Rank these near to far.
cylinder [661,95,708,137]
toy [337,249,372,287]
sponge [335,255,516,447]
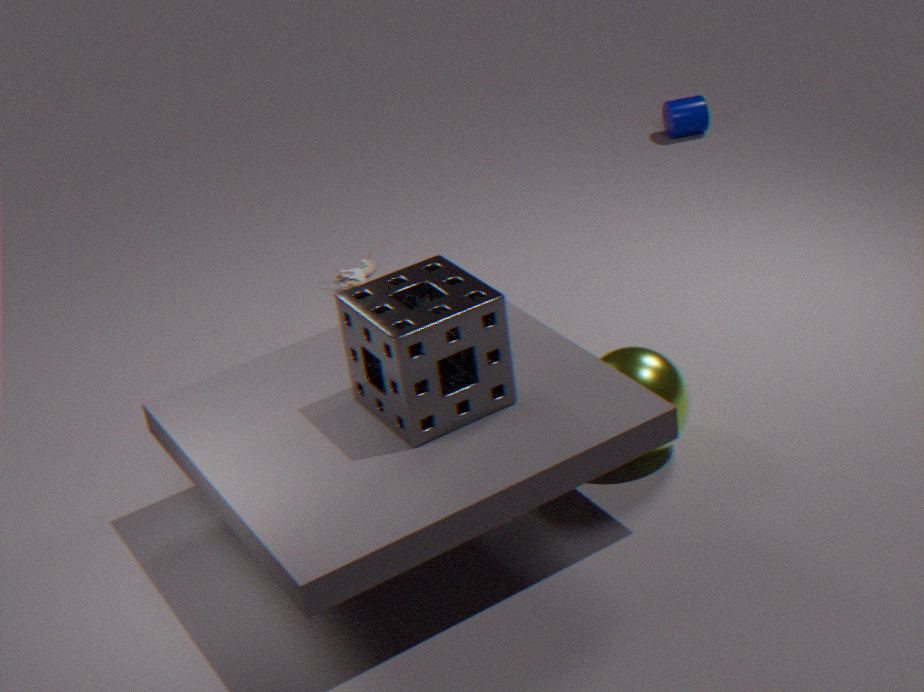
sponge [335,255,516,447] → toy [337,249,372,287] → cylinder [661,95,708,137]
